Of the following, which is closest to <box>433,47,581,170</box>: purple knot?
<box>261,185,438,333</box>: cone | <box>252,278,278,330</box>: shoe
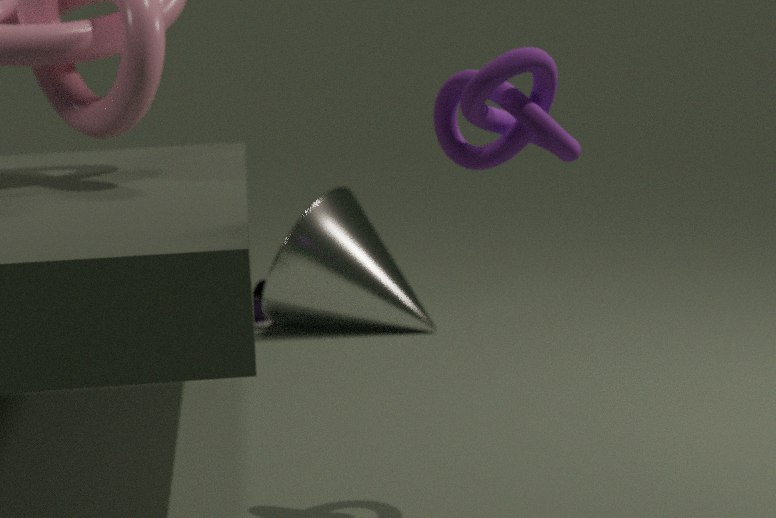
<box>261,185,438,333</box>: cone
